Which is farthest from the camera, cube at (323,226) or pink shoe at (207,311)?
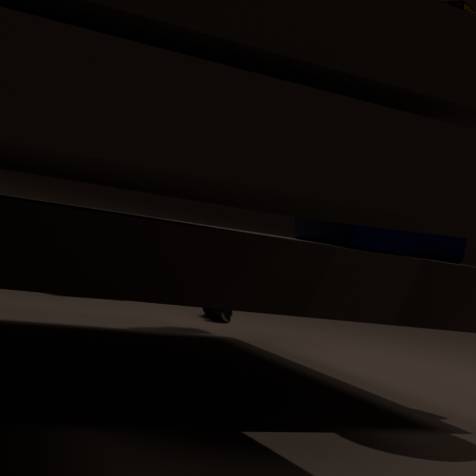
pink shoe at (207,311)
